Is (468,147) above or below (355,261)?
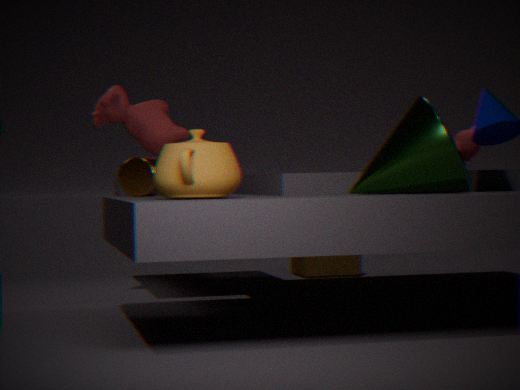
above
